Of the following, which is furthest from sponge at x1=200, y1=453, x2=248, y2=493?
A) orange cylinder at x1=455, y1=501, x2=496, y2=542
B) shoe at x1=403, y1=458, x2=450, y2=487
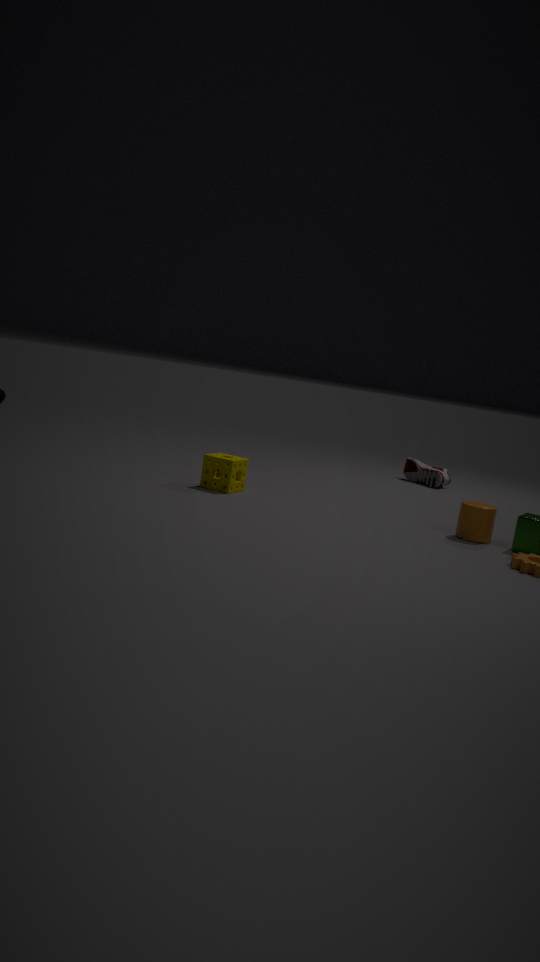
shoe at x1=403, y1=458, x2=450, y2=487
